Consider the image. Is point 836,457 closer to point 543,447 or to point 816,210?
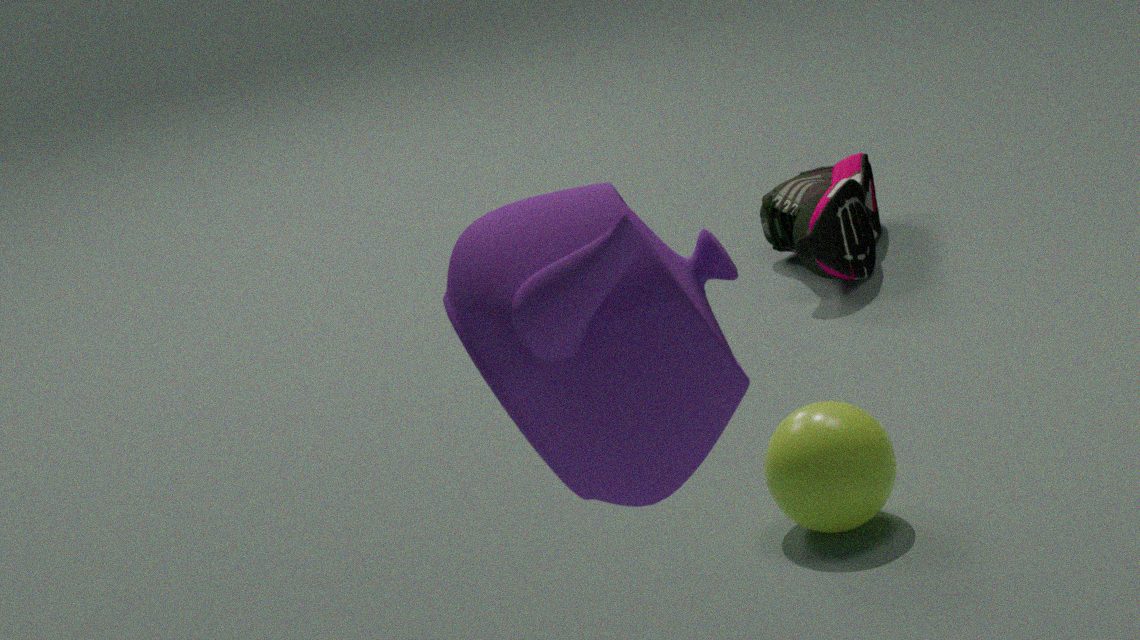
point 543,447
